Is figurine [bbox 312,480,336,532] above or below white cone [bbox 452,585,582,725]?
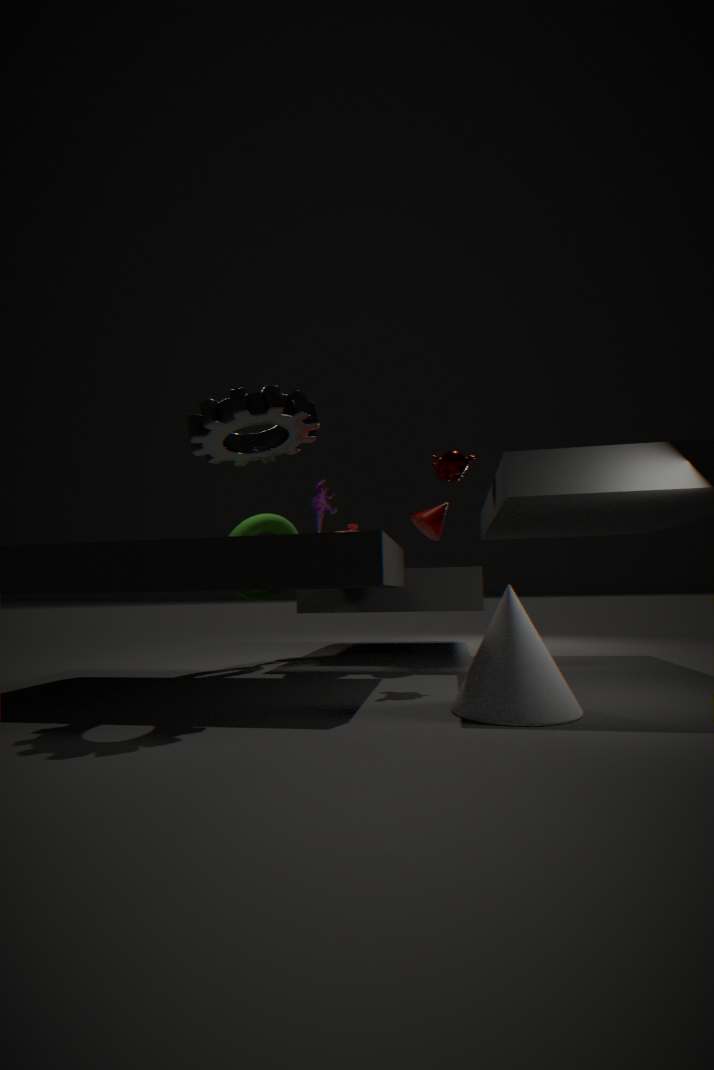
→ above
